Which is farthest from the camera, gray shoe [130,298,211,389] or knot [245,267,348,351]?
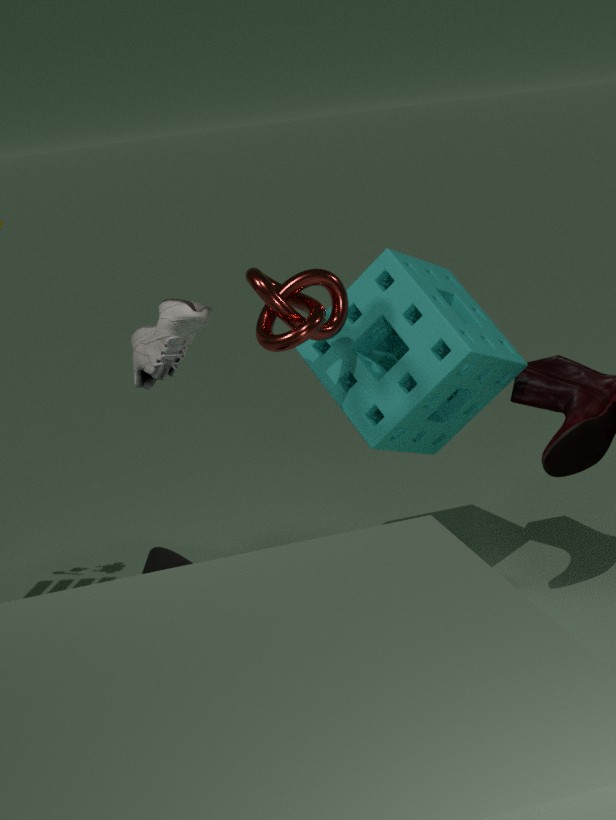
gray shoe [130,298,211,389]
